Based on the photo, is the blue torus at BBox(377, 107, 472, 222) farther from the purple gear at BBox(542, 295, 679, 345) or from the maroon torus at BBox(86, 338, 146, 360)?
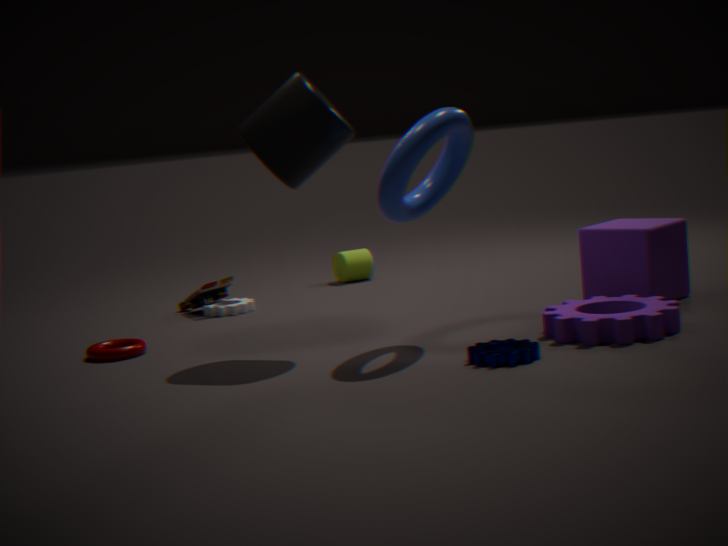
the maroon torus at BBox(86, 338, 146, 360)
